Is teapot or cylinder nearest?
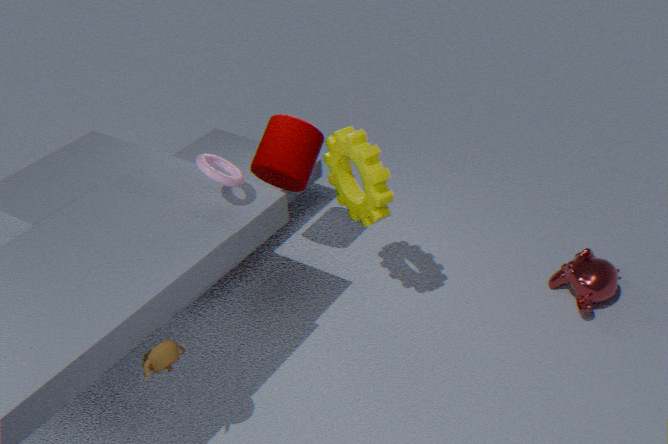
teapot
